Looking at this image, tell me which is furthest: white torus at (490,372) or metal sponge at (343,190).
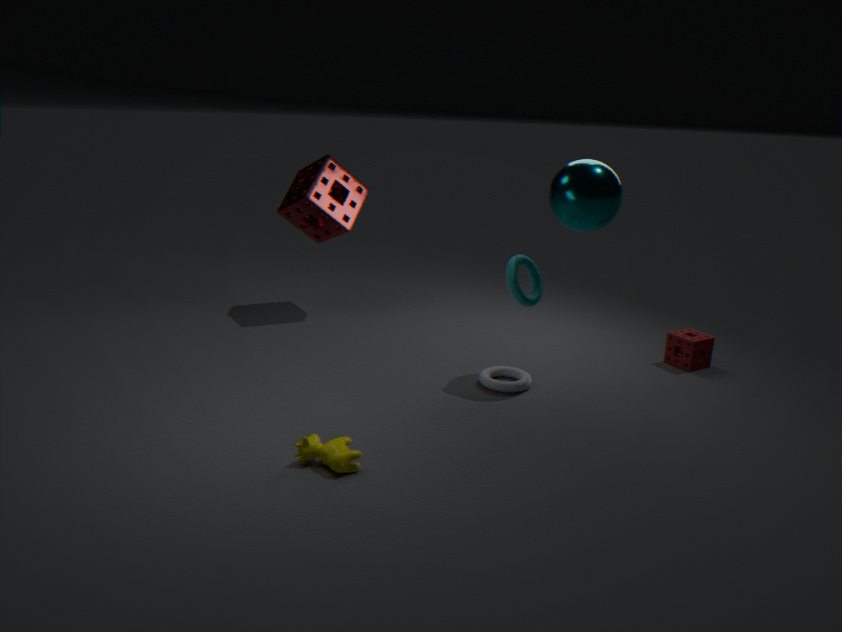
metal sponge at (343,190)
